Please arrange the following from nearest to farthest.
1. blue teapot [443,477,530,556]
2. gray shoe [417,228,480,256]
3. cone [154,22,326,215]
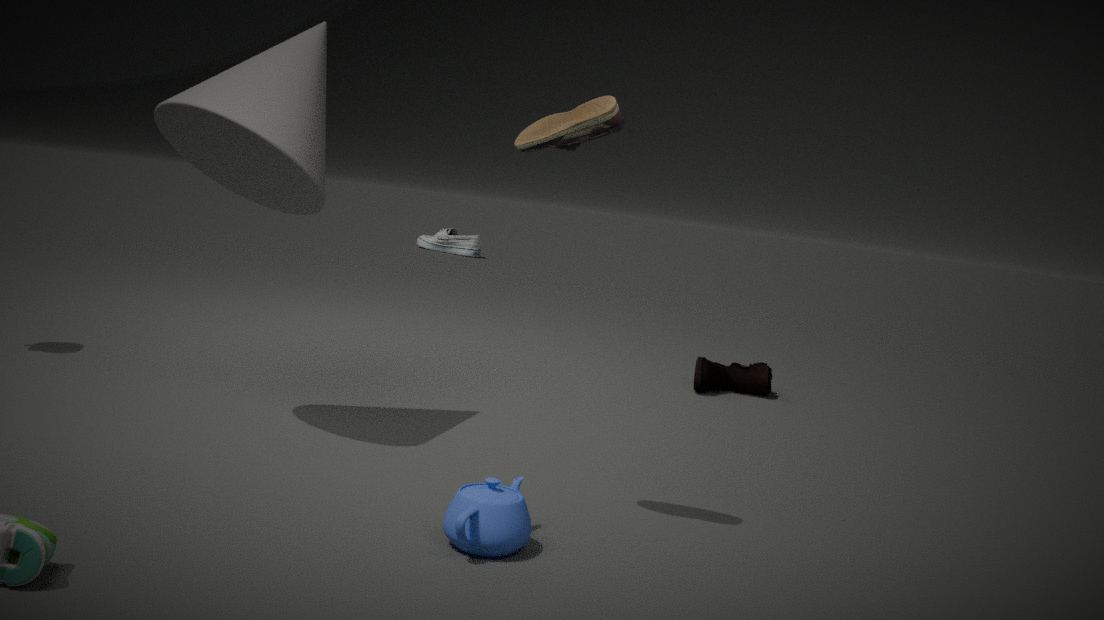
blue teapot [443,477,530,556], cone [154,22,326,215], gray shoe [417,228,480,256]
